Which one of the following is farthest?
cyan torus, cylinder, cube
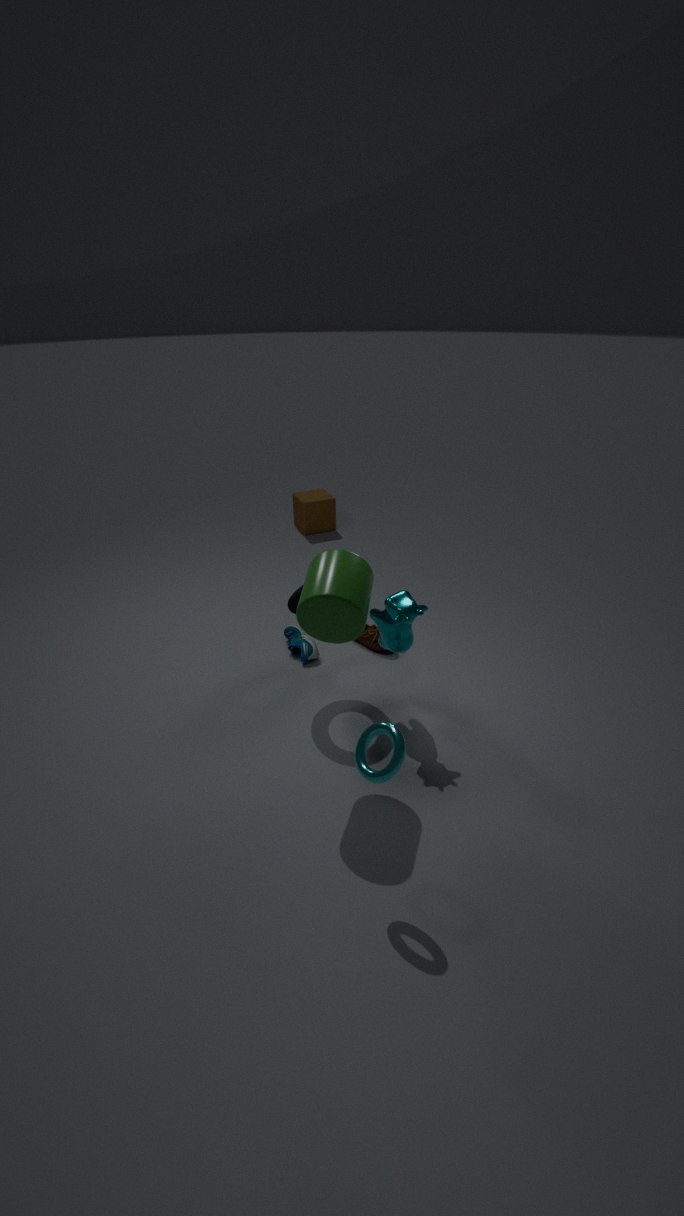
cube
